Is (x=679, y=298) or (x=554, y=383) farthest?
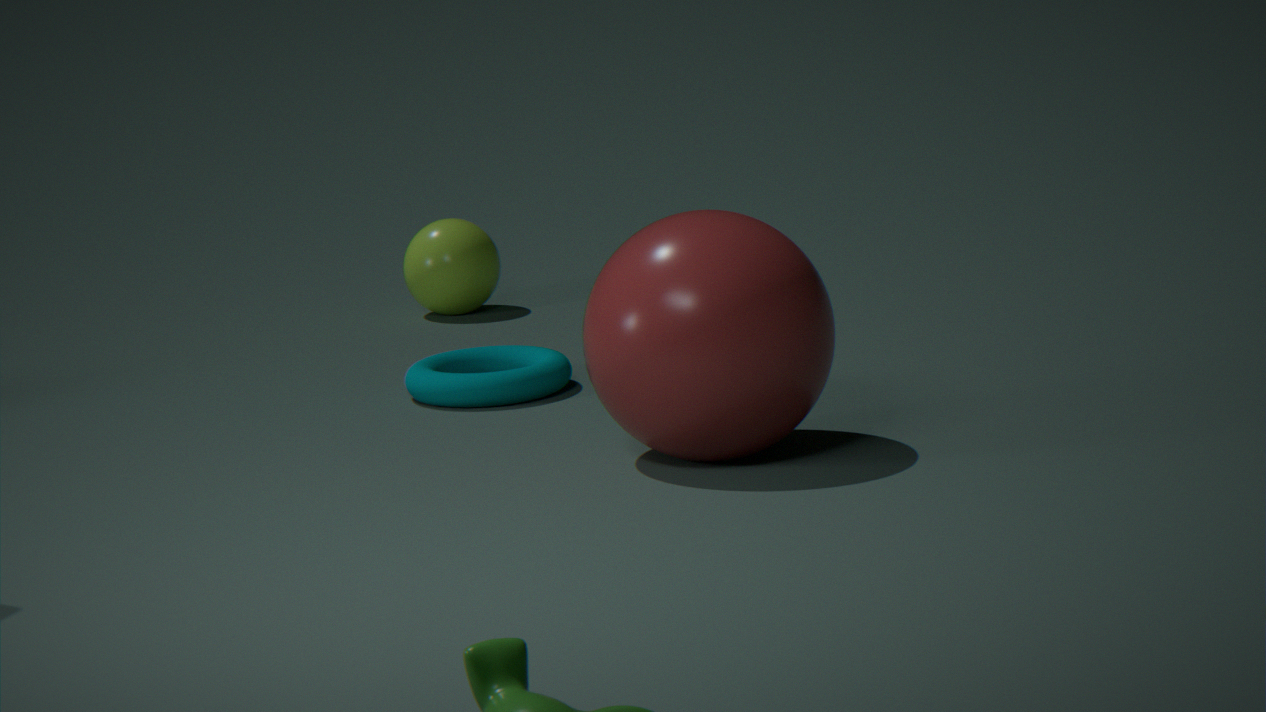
(x=554, y=383)
